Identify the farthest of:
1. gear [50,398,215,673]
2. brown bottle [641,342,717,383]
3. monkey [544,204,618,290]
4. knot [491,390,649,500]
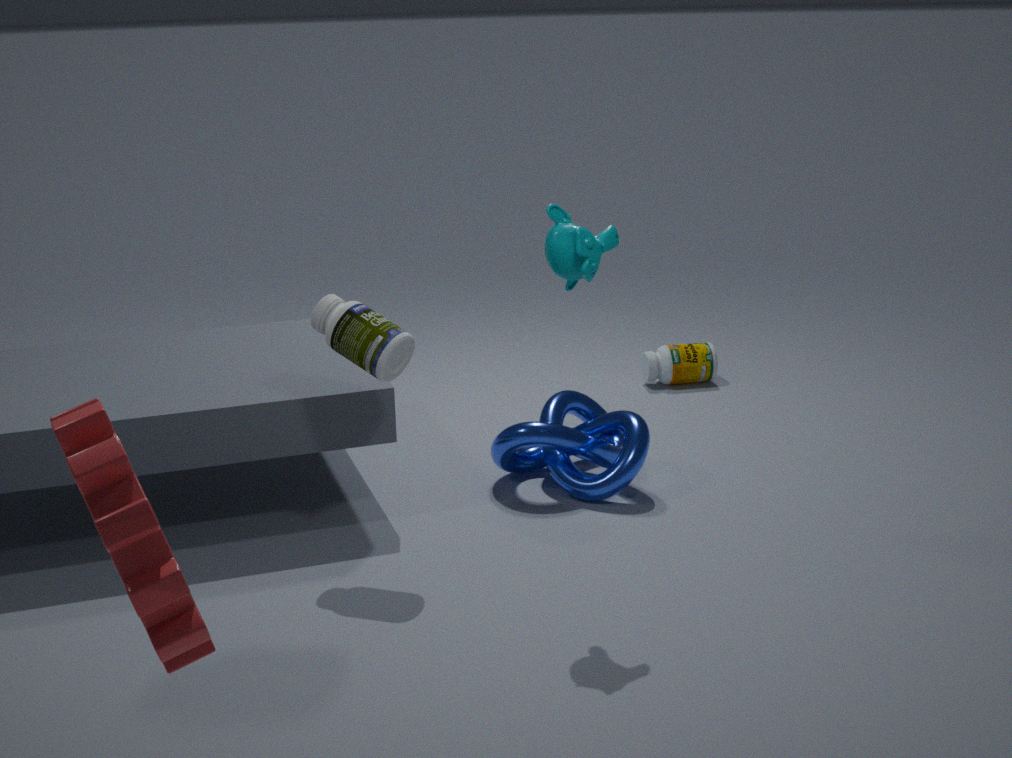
brown bottle [641,342,717,383]
